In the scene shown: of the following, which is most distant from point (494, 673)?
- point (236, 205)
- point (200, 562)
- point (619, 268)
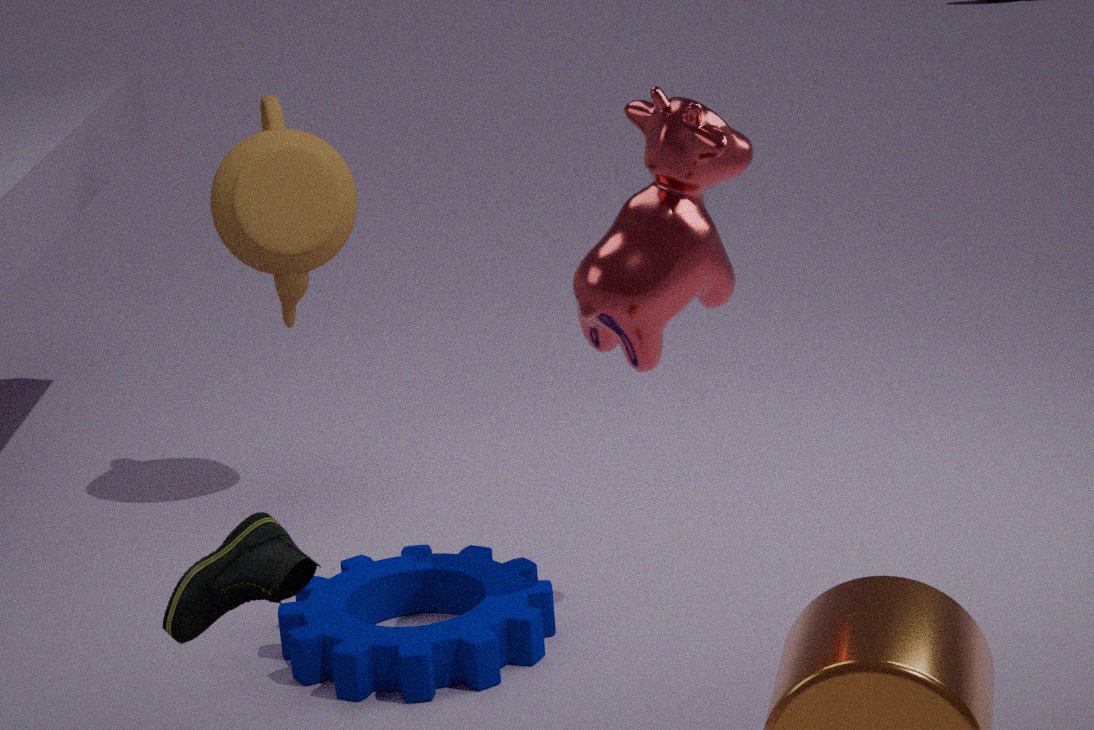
point (236, 205)
